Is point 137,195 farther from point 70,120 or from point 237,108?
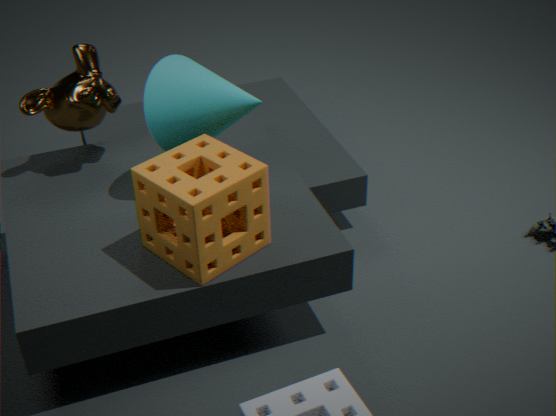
point 70,120
